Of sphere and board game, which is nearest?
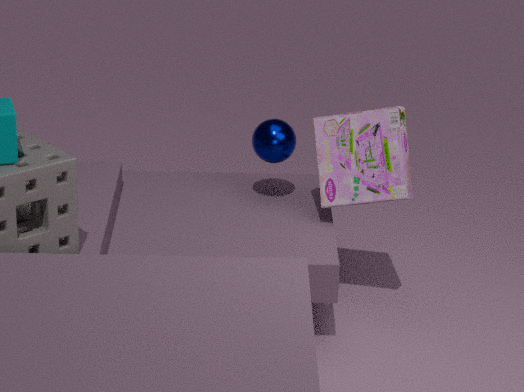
board game
